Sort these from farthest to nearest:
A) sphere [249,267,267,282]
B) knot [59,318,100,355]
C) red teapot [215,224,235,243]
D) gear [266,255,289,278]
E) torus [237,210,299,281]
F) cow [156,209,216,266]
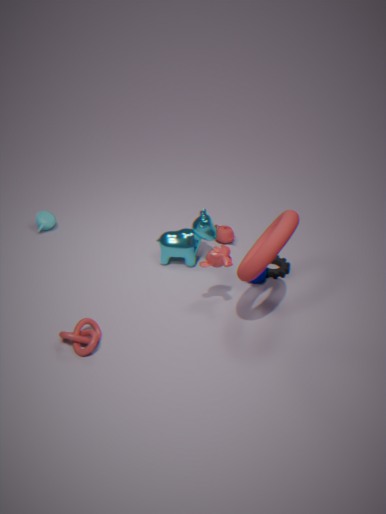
red teapot [215,224,235,243], gear [266,255,289,278], cow [156,209,216,266], sphere [249,267,267,282], knot [59,318,100,355], torus [237,210,299,281]
